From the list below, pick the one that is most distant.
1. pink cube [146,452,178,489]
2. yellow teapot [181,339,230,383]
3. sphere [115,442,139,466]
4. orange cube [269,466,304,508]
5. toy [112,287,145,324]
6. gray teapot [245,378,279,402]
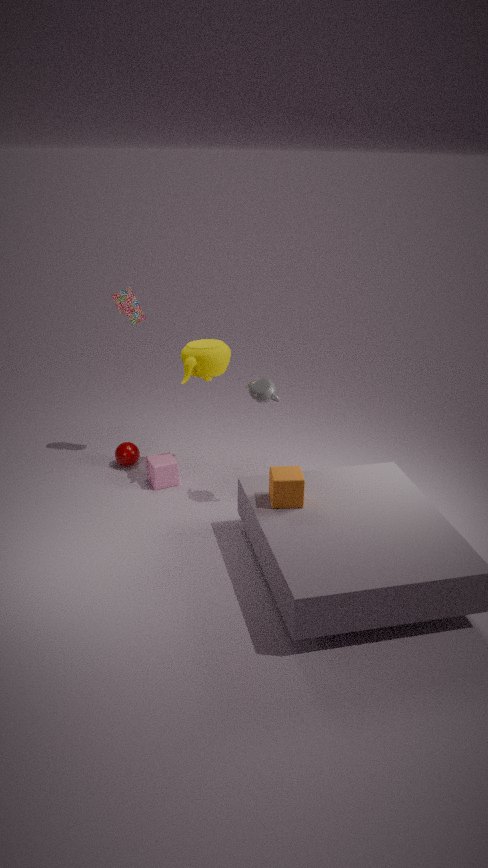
sphere [115,442,139,466]
